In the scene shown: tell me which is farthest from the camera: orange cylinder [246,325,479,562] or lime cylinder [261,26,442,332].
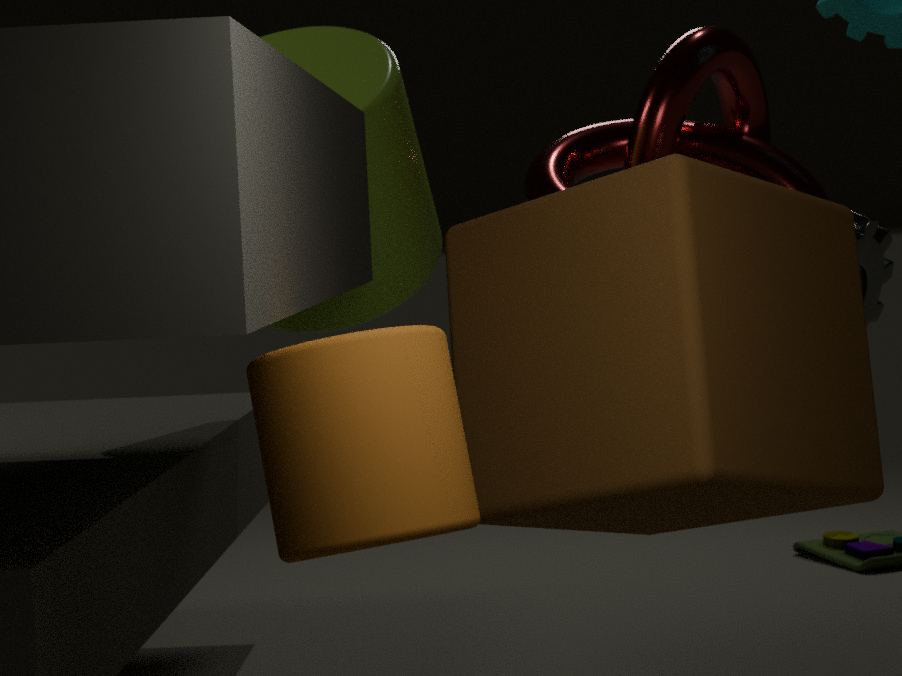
lime cylinder [261,26,442,332]
